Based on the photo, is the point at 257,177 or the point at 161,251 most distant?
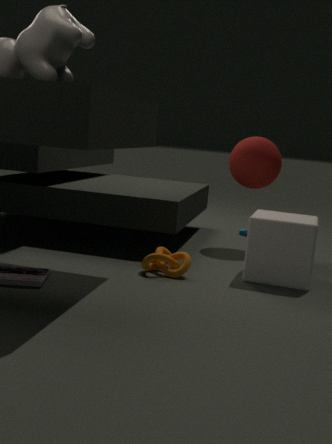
the point at 257,177
